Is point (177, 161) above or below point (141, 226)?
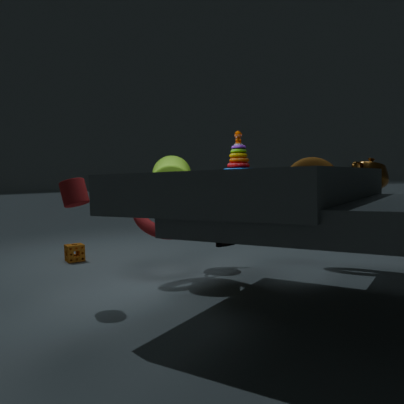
above
